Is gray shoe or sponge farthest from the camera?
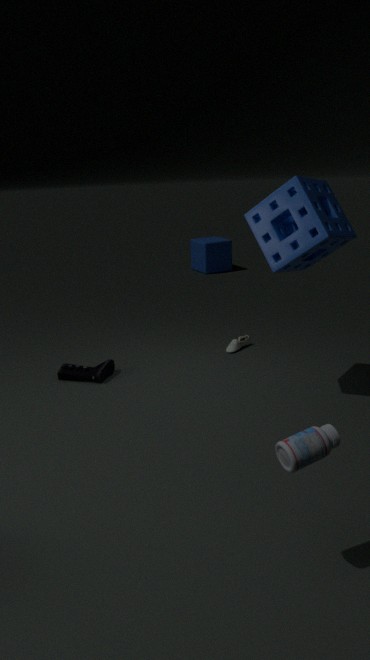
gray shoe
